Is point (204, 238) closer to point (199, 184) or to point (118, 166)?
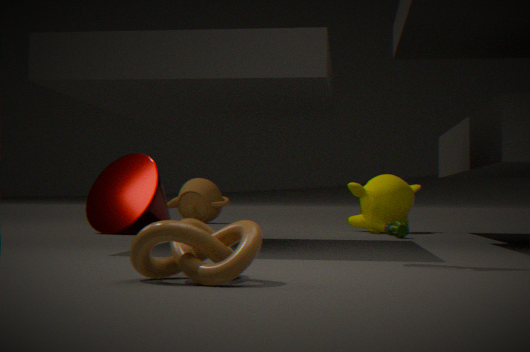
point (118, 166)
